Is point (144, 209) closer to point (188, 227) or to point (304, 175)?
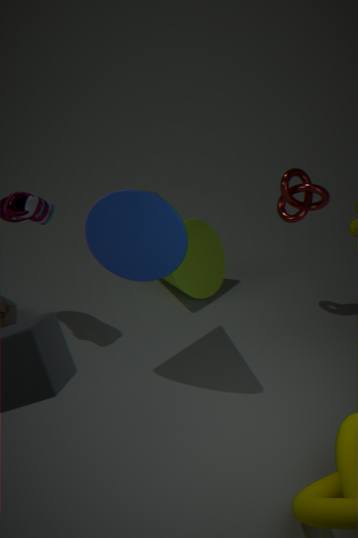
point (188, 227)
